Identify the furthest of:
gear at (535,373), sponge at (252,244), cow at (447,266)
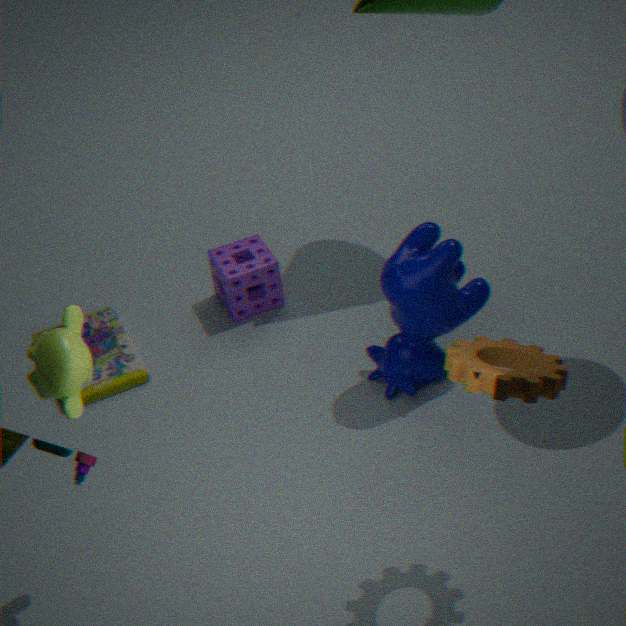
sponge at (252,244)
